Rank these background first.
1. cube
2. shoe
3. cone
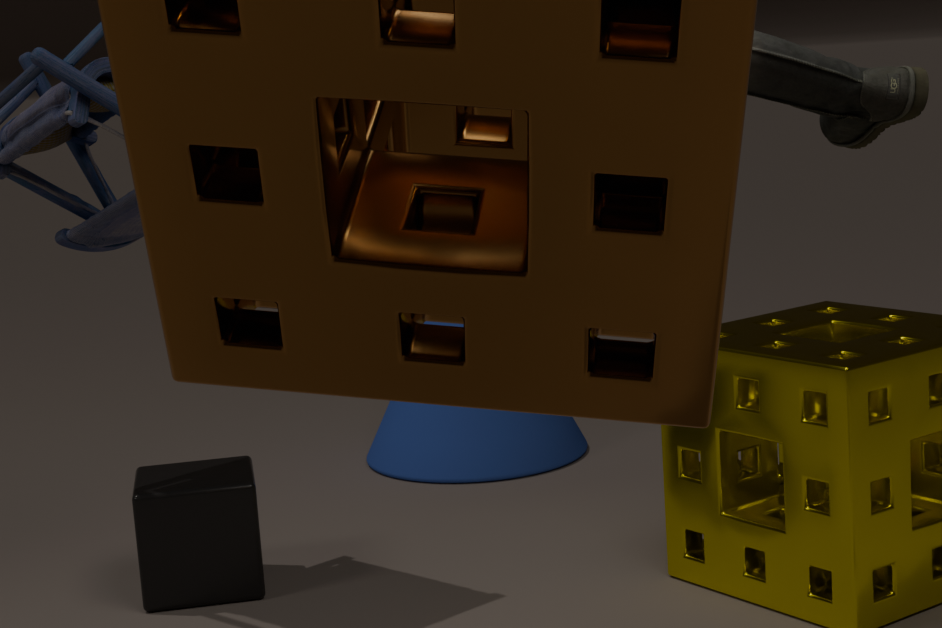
cone, cube, shoe
